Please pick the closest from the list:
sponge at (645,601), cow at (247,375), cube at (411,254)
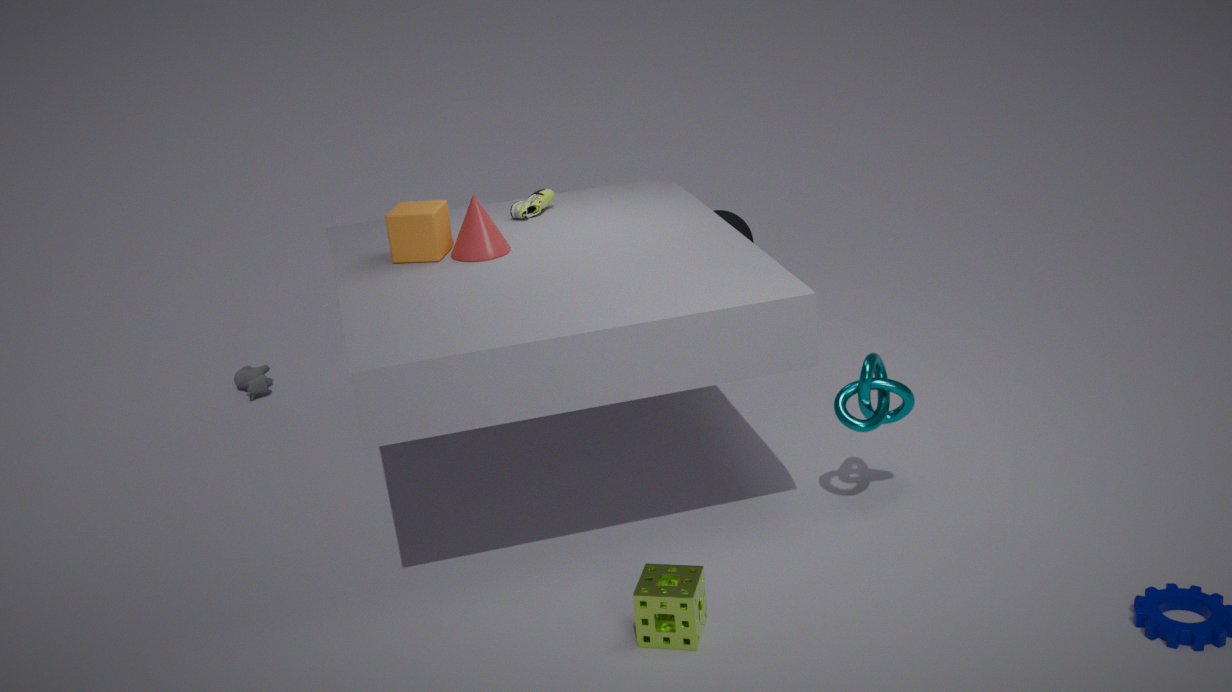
sponge at (645,601)
